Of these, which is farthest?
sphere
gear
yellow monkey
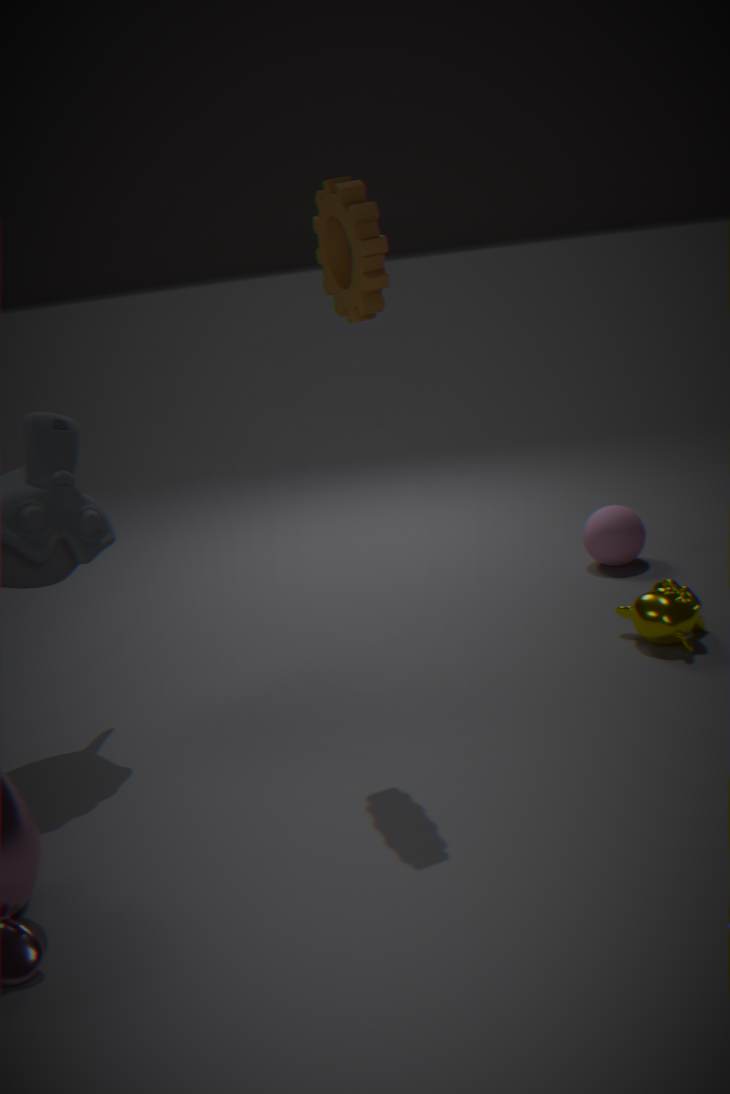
sphere
